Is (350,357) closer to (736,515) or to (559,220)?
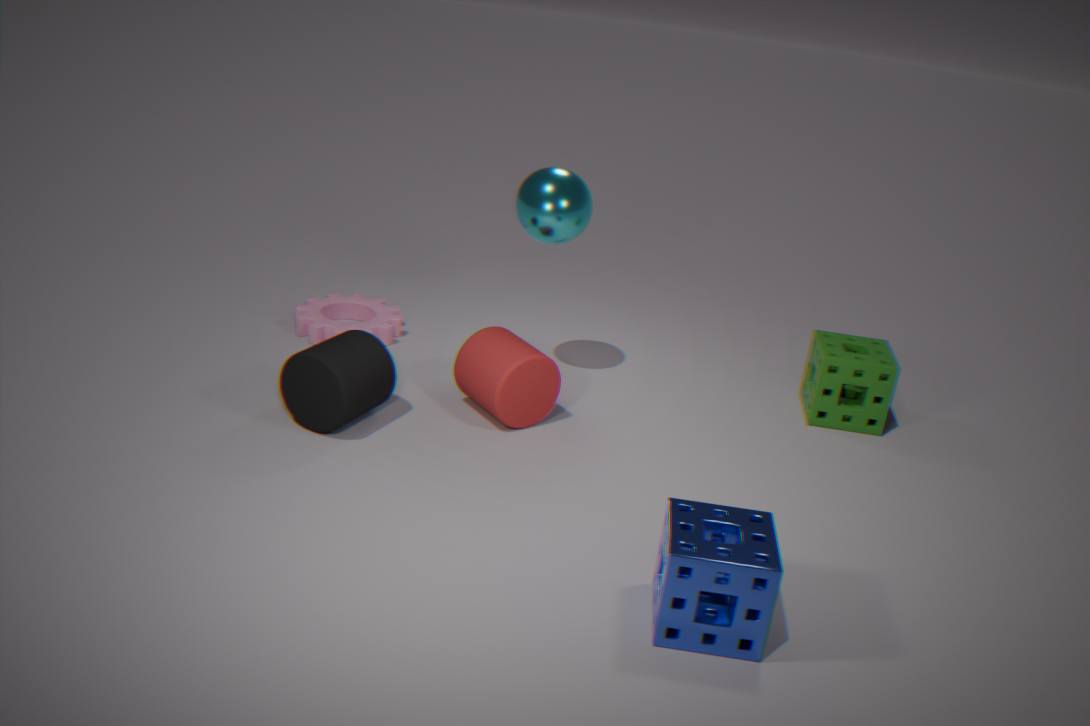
(559,220)
